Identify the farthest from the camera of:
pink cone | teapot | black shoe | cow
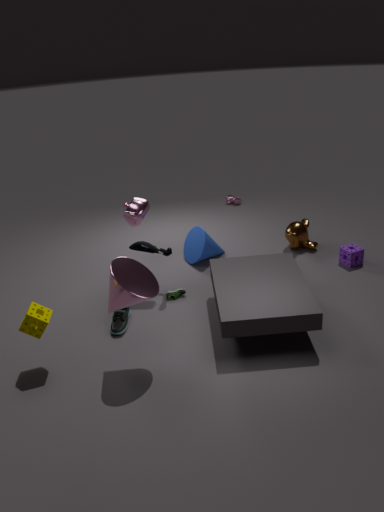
cow
